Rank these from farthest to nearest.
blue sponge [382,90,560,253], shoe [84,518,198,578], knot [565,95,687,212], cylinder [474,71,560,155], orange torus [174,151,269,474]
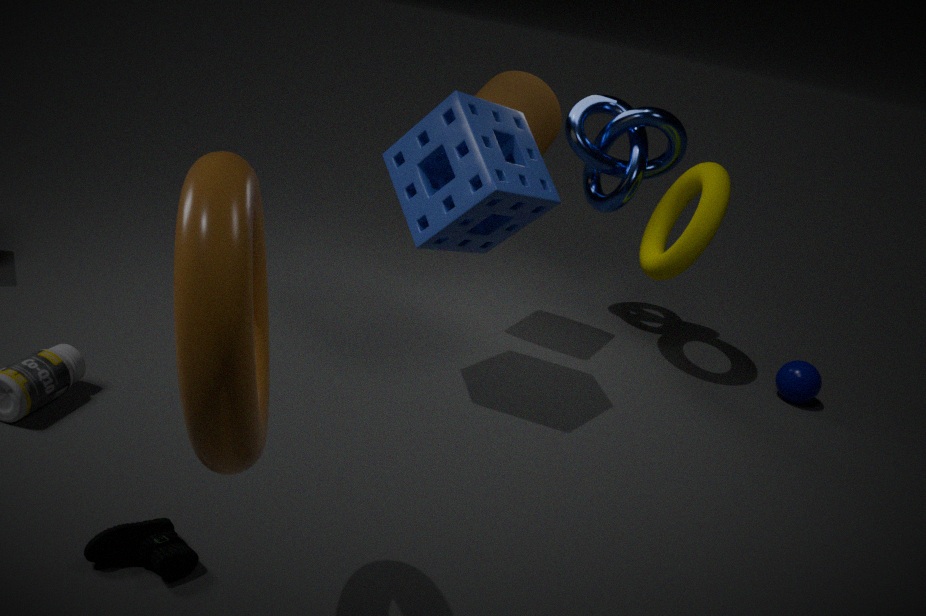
knot [565,95,687,212] < cylinder [474,71,560,155] < blue sponge [382,90,560,253] < shoe [84,518,198,578] < orange torus [174,151,269,474]
